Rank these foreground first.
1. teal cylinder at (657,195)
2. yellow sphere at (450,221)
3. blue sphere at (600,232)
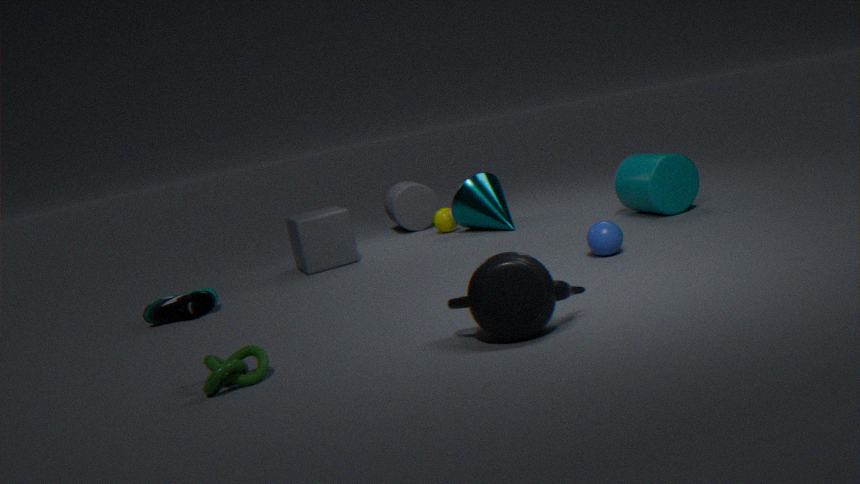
blue sphere at (600,232)
teal cylinder at (657,195)
yellow sphere at (450,221)
